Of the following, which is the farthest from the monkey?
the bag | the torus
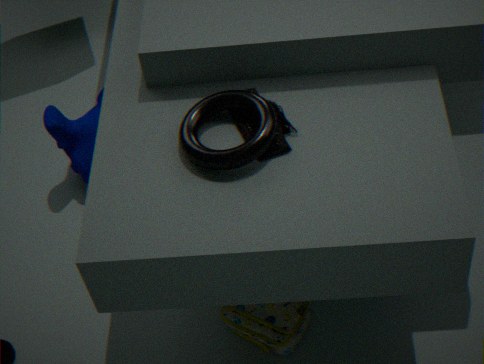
the torus
